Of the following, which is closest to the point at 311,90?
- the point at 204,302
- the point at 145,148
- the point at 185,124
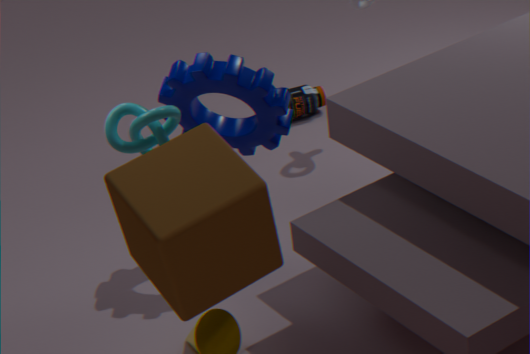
the point at 185,124
